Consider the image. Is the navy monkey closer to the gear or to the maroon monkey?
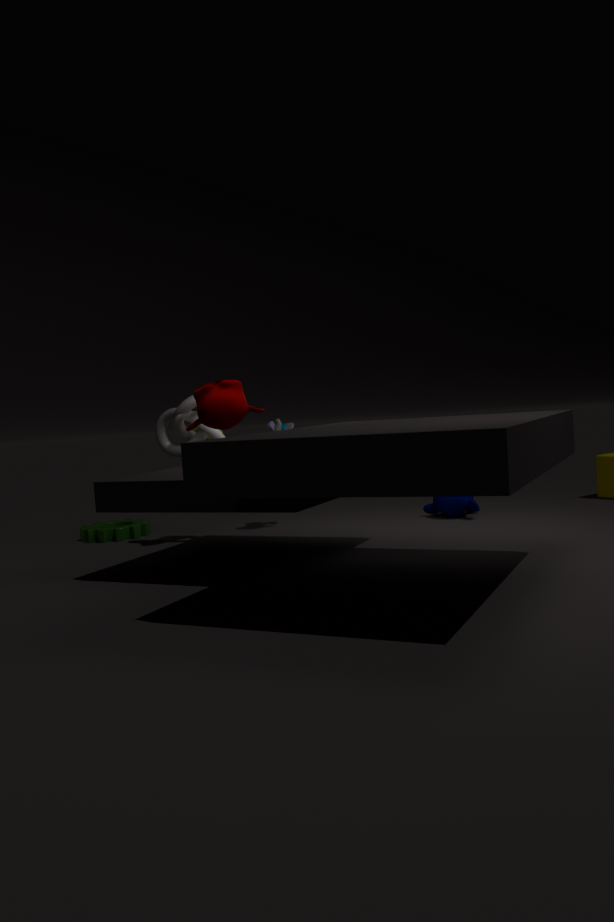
the maroon monkey
